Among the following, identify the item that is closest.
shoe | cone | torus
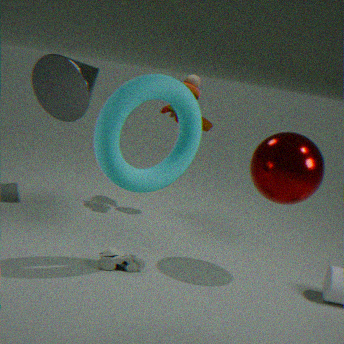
torus
